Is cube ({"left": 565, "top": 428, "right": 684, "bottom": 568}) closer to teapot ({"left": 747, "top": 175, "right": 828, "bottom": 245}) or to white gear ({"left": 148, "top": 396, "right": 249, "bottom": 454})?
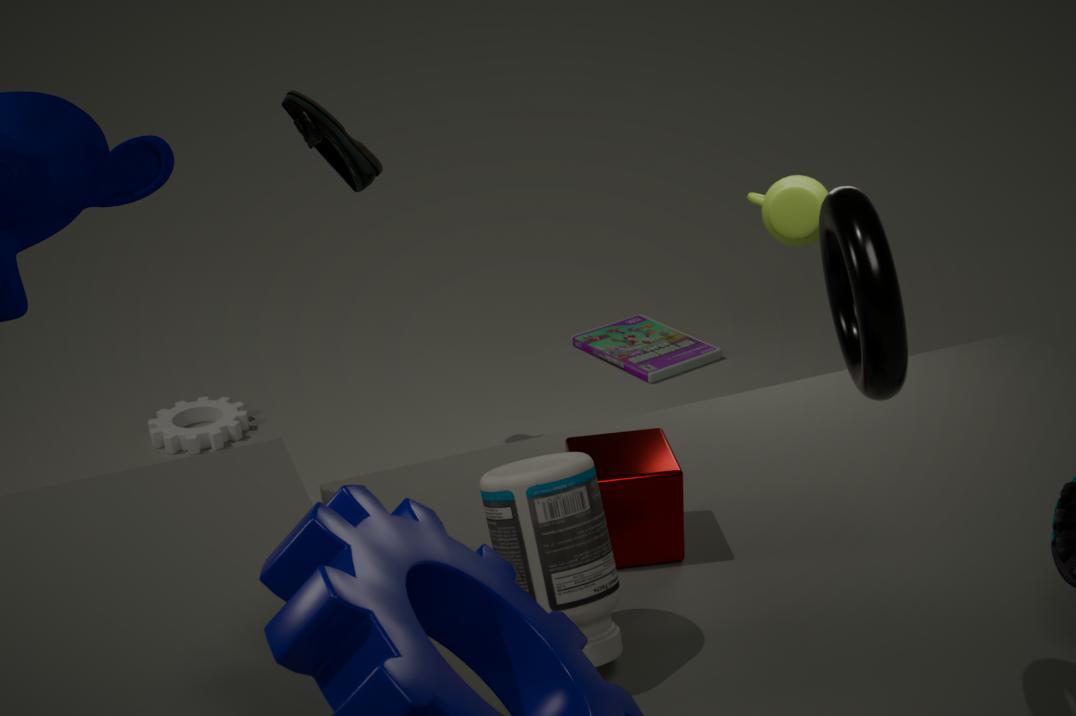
teapot ({"left": 747, "top": 175, "right": 828, "bottom": 245})
